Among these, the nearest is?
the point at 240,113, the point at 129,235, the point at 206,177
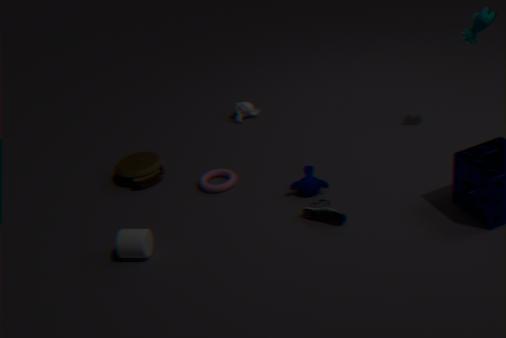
the point at 129,235
